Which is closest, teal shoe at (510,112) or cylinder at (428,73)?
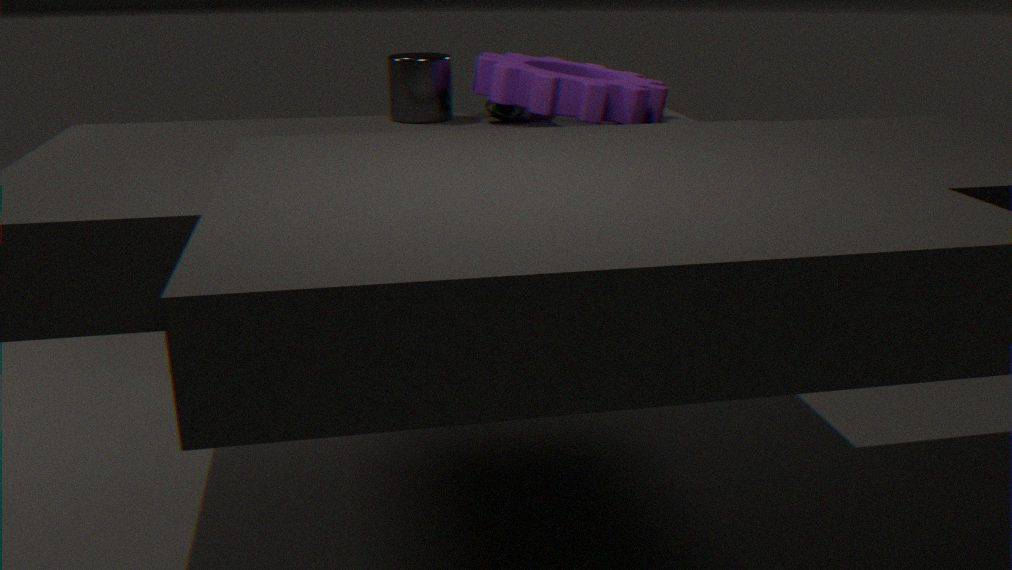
cylinder at (428,73)
